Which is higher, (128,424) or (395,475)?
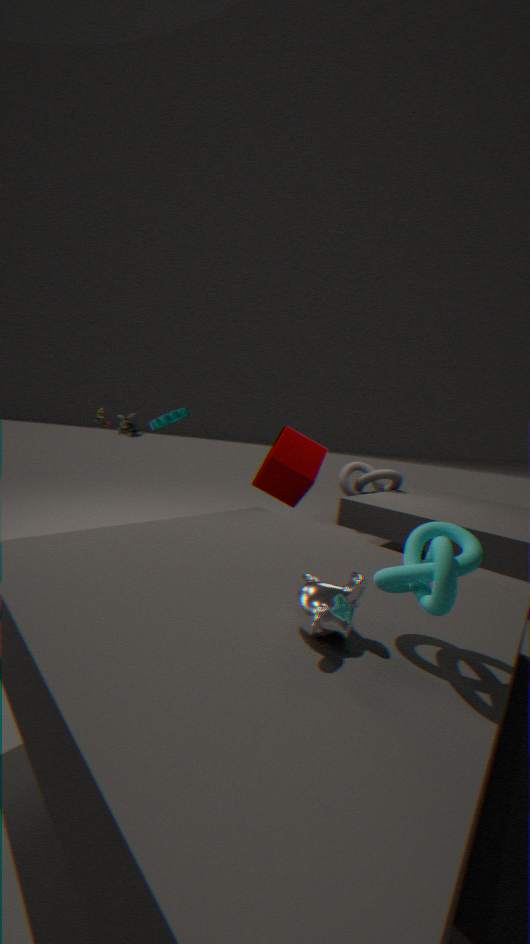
(128,424)
